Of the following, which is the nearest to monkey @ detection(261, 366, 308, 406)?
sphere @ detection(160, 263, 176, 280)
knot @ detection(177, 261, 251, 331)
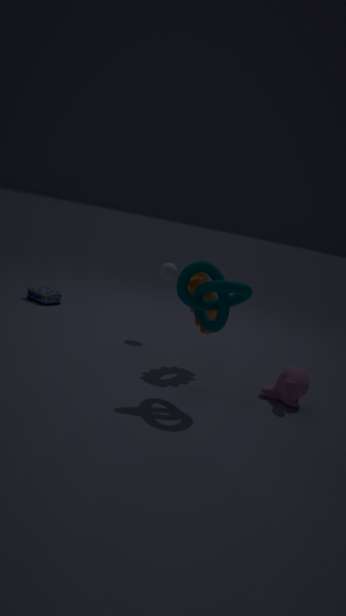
knot @ detection(177, 261, 251, 331)
